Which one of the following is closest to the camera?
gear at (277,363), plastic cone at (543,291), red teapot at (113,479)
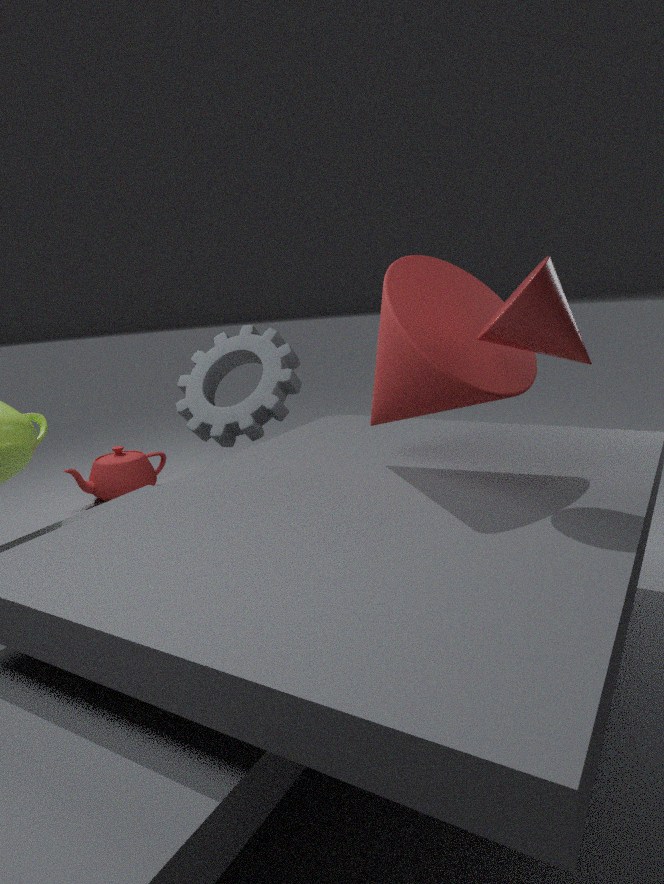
plastic cone at (543,291)
